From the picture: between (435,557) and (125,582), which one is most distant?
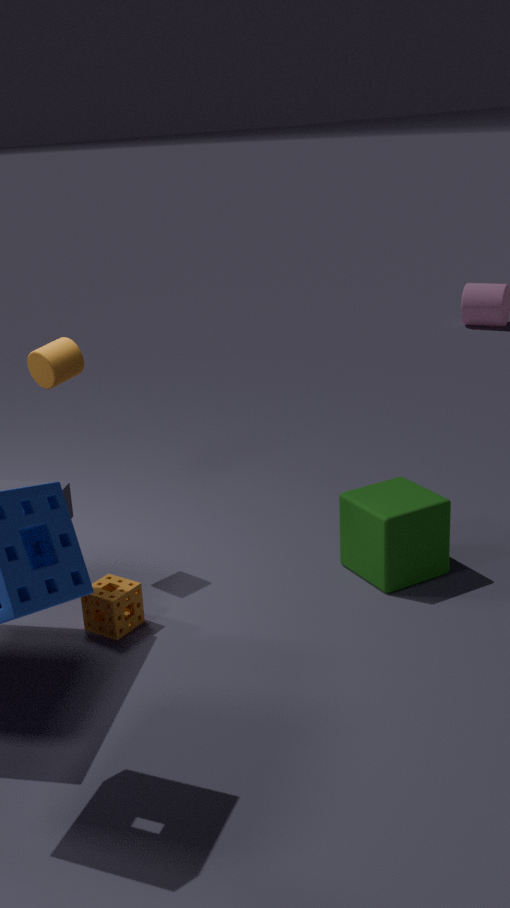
(435,557)
